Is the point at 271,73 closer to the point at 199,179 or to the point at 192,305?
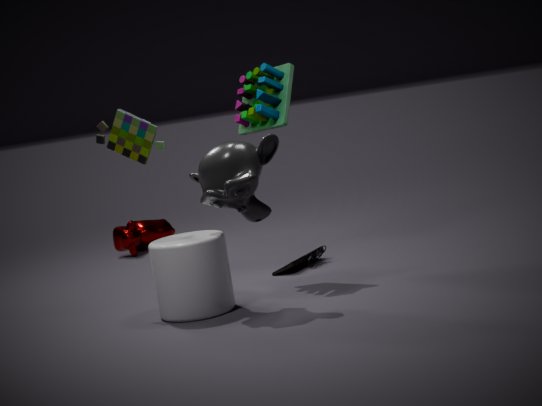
the point at 199,179
